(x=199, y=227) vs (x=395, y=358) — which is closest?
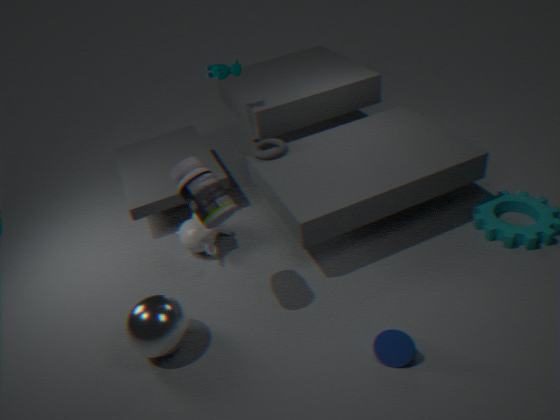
(x=395, y=358)
